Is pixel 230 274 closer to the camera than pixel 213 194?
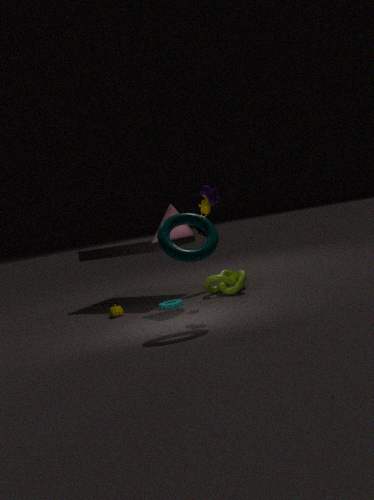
No
